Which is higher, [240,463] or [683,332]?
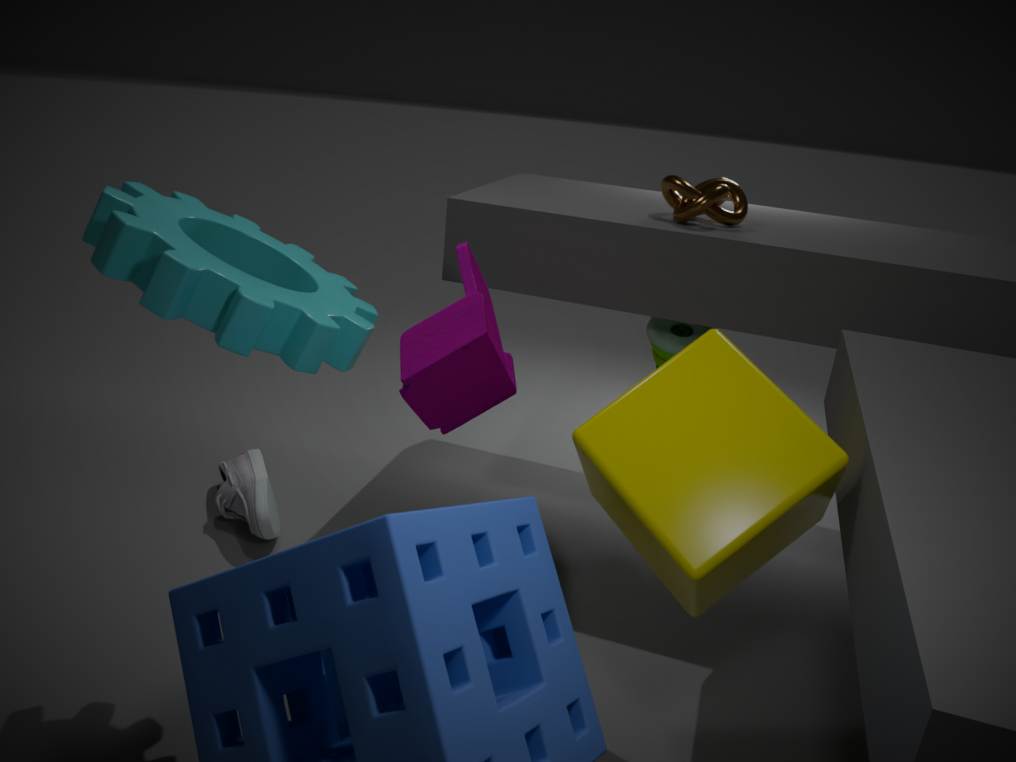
[683,332]
